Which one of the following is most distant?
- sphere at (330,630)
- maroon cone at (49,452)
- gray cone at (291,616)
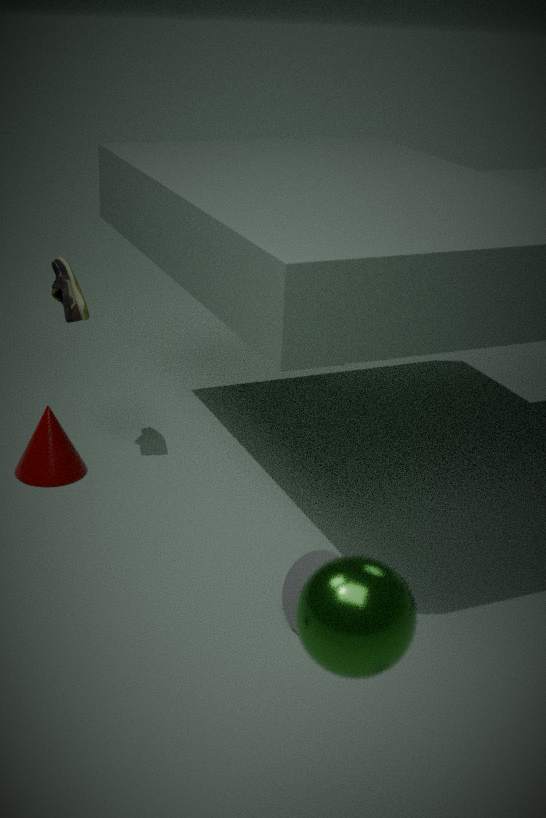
maroon cone at (49,452)
